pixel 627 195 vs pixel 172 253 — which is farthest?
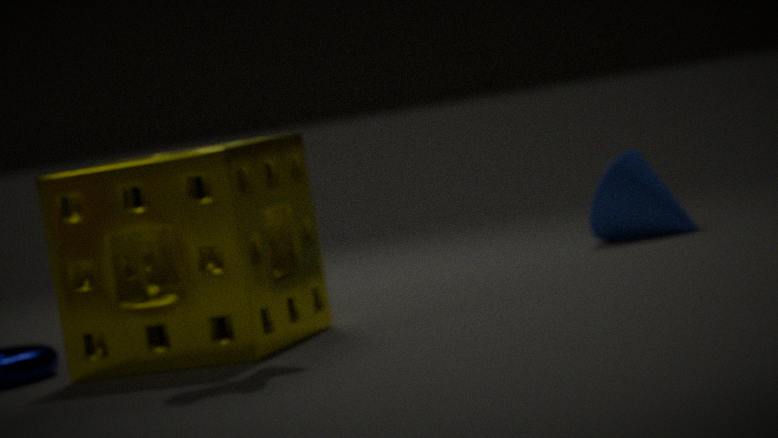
pixel 627 195
